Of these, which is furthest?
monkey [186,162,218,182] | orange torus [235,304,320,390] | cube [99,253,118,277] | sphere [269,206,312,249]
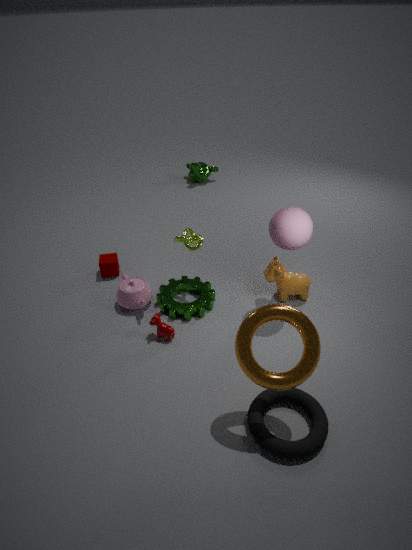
monkey [186,162,218,182]
